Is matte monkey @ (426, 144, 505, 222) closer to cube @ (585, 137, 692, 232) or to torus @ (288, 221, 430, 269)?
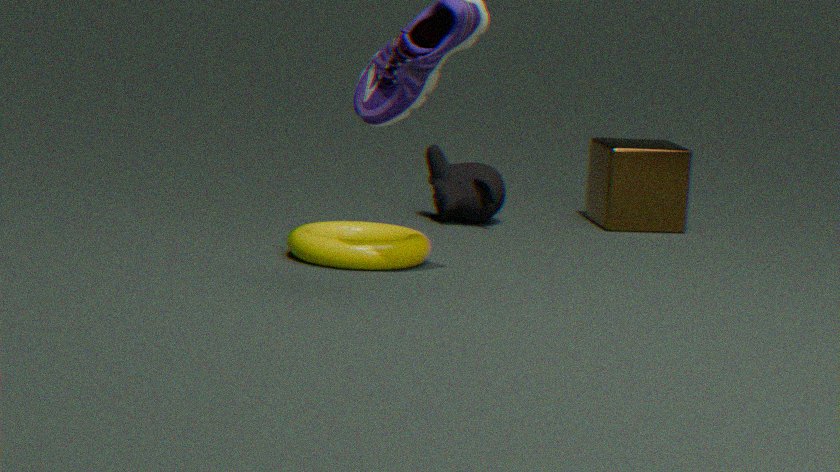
cube @ (585, 137, 692, 232)
